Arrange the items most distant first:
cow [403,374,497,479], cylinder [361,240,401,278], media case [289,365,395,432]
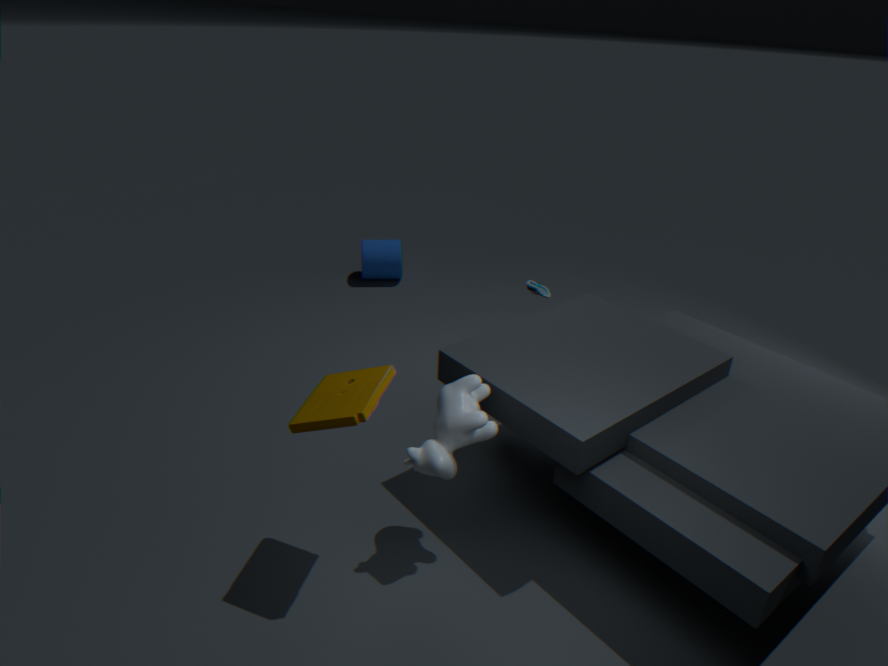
cylinder [361,240,401,278]
cow [403,374,497,479]
media case [289,365,395,432]
